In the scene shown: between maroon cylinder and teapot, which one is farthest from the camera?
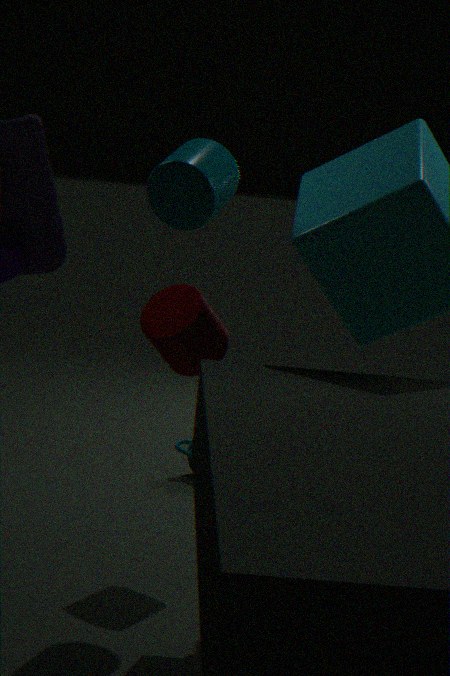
teapot
